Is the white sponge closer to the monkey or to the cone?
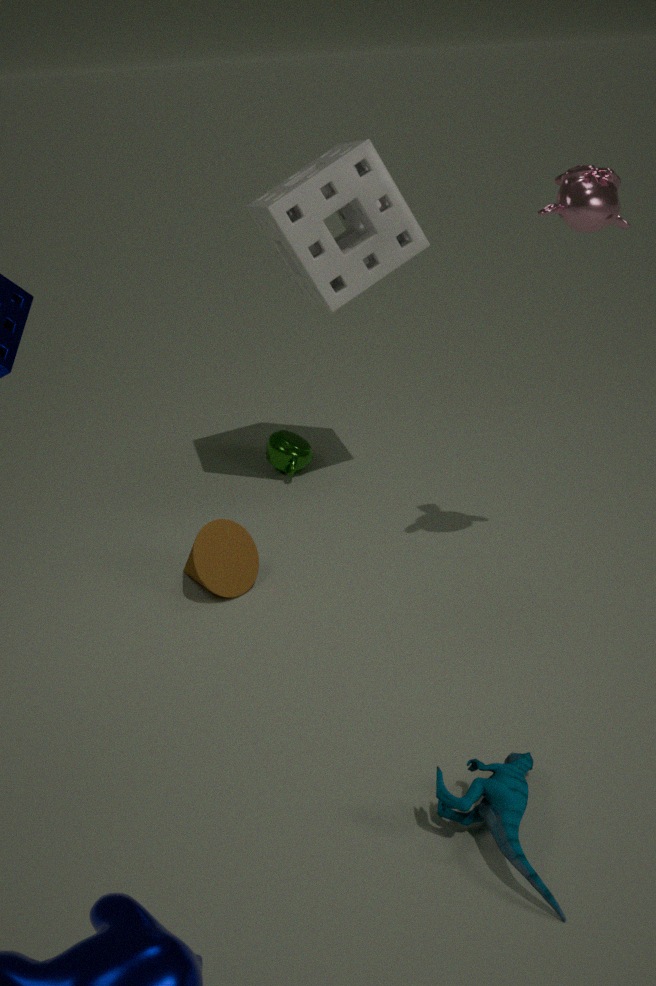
the monkey
